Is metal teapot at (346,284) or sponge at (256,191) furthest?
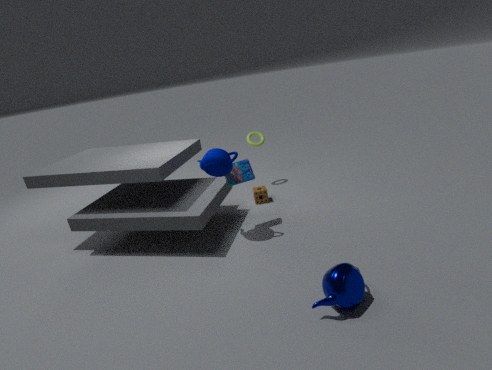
sponge at (256,191)
